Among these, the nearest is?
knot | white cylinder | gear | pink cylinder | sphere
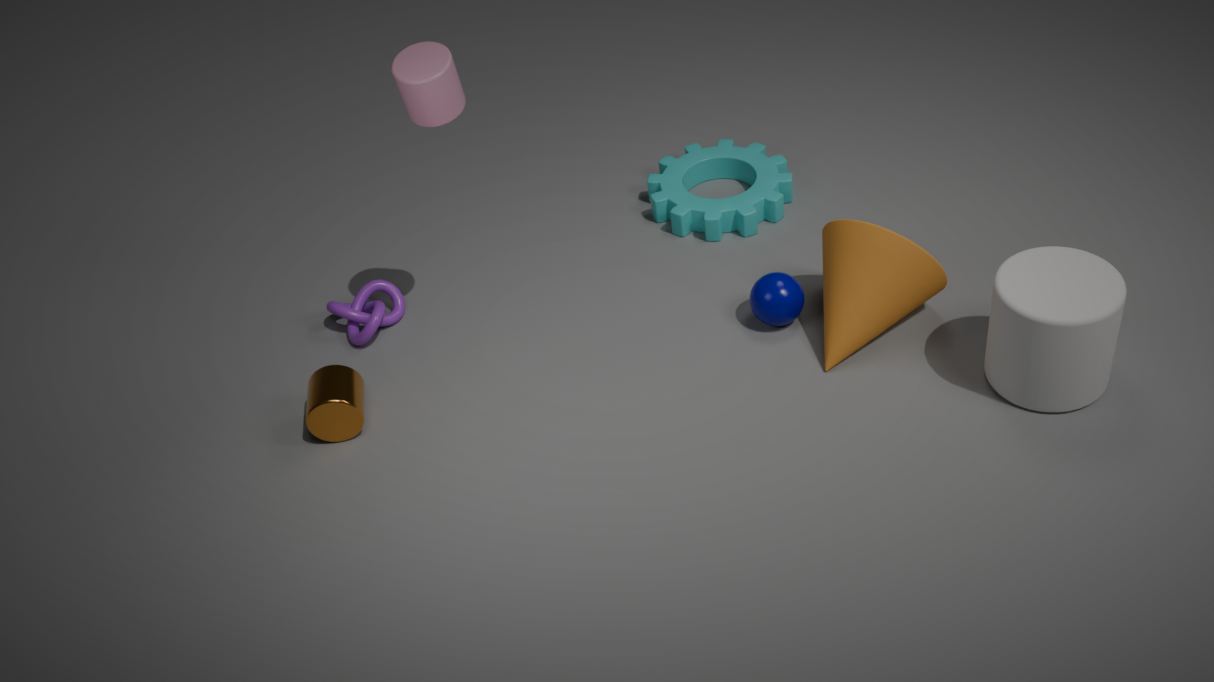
white cylinder
